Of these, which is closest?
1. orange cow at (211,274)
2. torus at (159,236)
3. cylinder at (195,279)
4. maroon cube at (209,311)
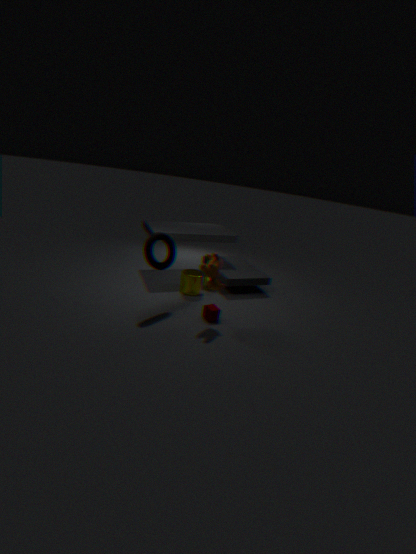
orange cow at (211,274)
